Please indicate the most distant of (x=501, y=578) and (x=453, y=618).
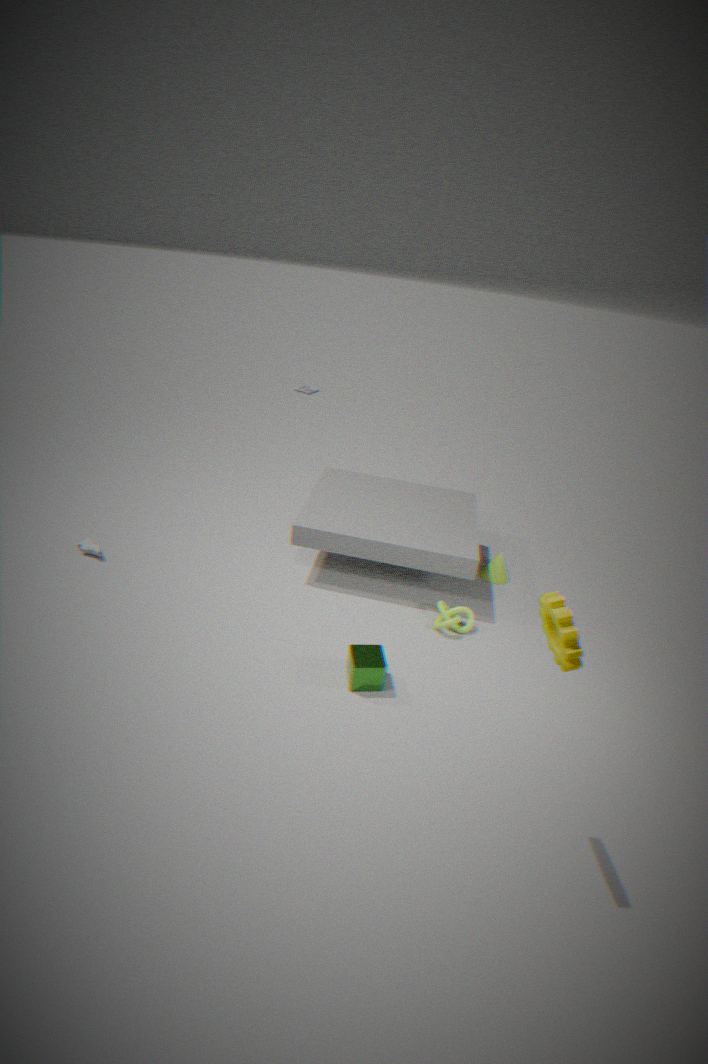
(x=501, y=578)
